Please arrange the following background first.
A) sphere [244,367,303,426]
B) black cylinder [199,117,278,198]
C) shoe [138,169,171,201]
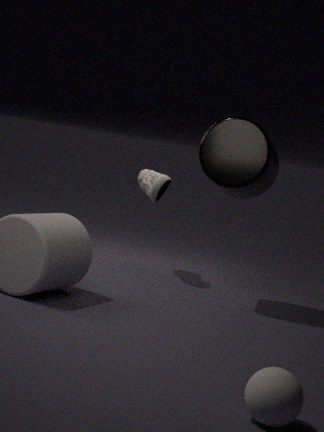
shoe [138,169,171,201], black cylinder [199,117,278,198], sphere [244,367,303,426]
